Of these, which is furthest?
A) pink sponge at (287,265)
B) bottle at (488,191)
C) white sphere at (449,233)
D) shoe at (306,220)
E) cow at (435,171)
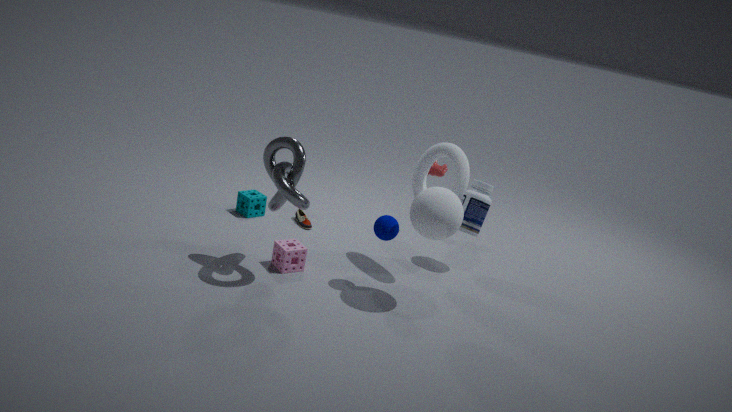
cow at (435,171)
